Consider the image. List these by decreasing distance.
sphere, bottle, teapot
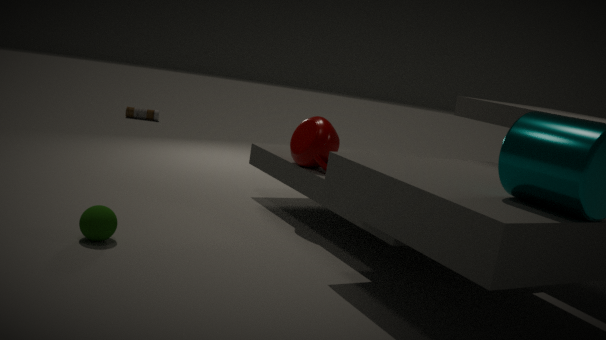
bottle → teapot → sphere
